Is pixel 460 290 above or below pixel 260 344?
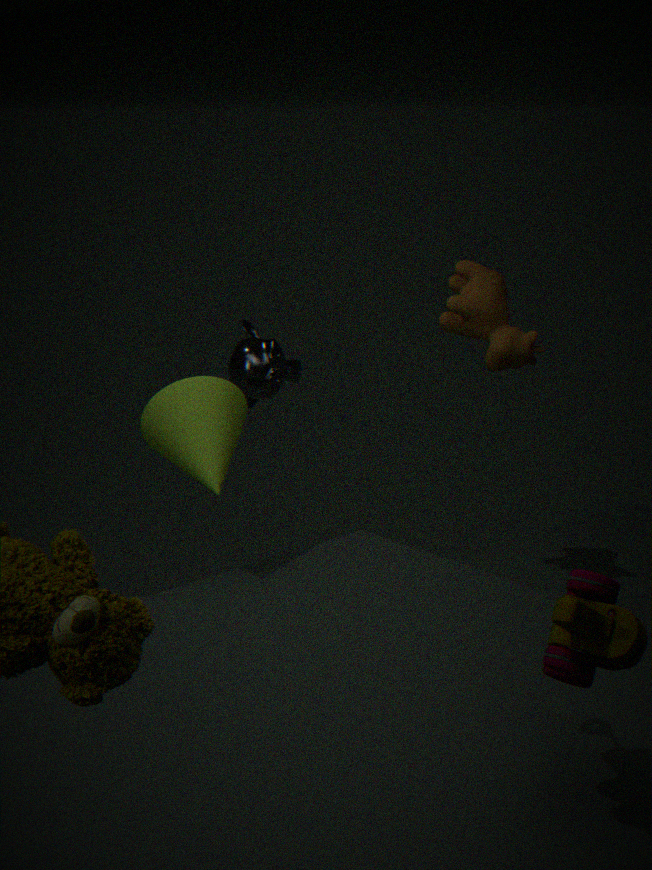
above
